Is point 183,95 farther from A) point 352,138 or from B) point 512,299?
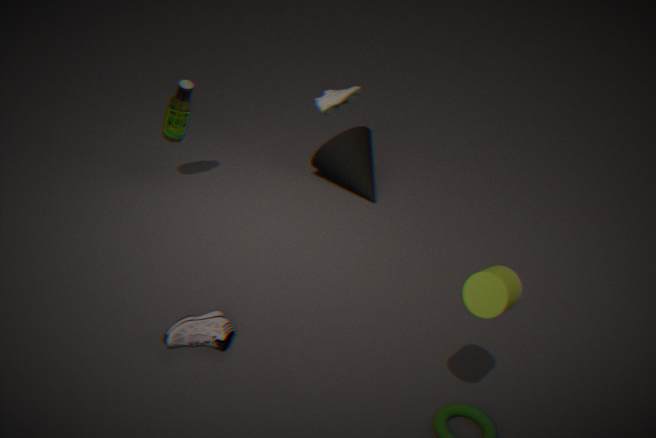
B) point 512,299
